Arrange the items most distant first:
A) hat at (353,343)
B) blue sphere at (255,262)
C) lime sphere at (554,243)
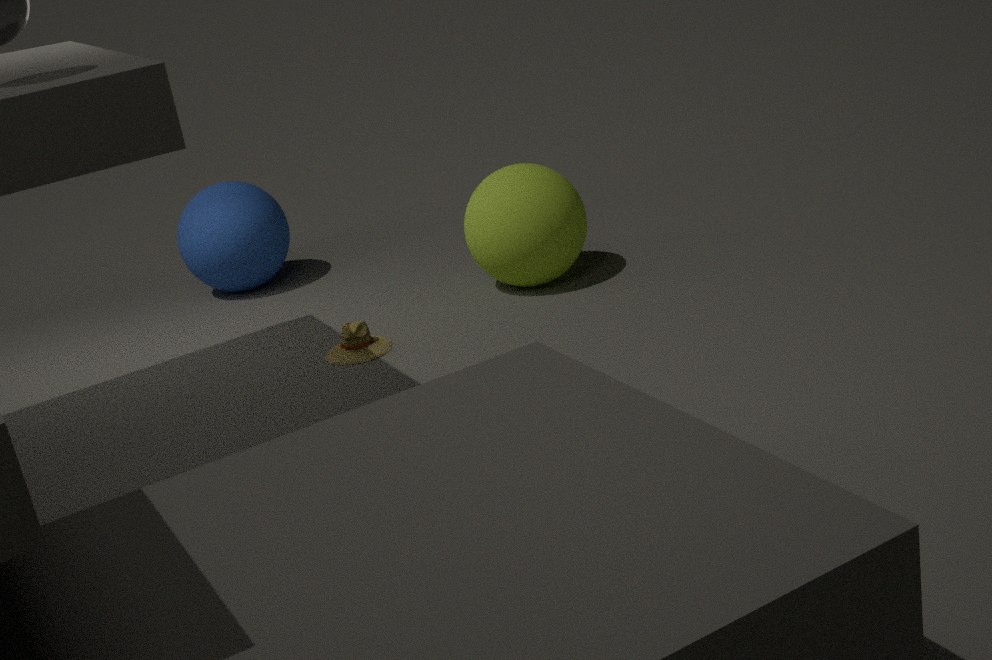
blue sphere at (255,262)
lime sphere at (554,243)
hat at (353,343)
